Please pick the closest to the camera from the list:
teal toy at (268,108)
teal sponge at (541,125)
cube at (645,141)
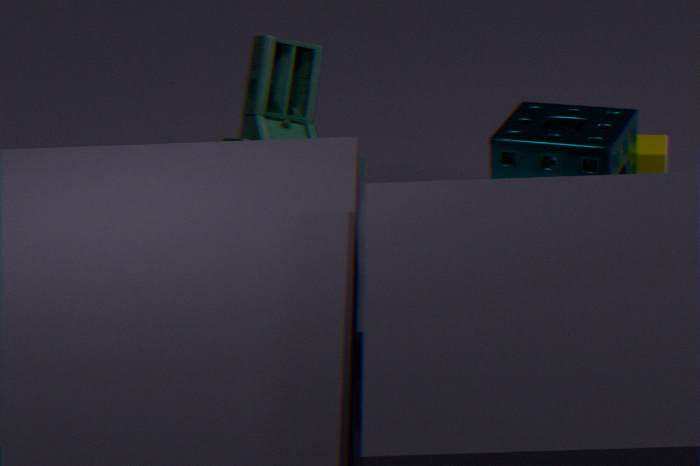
teal toy at (268,108)
